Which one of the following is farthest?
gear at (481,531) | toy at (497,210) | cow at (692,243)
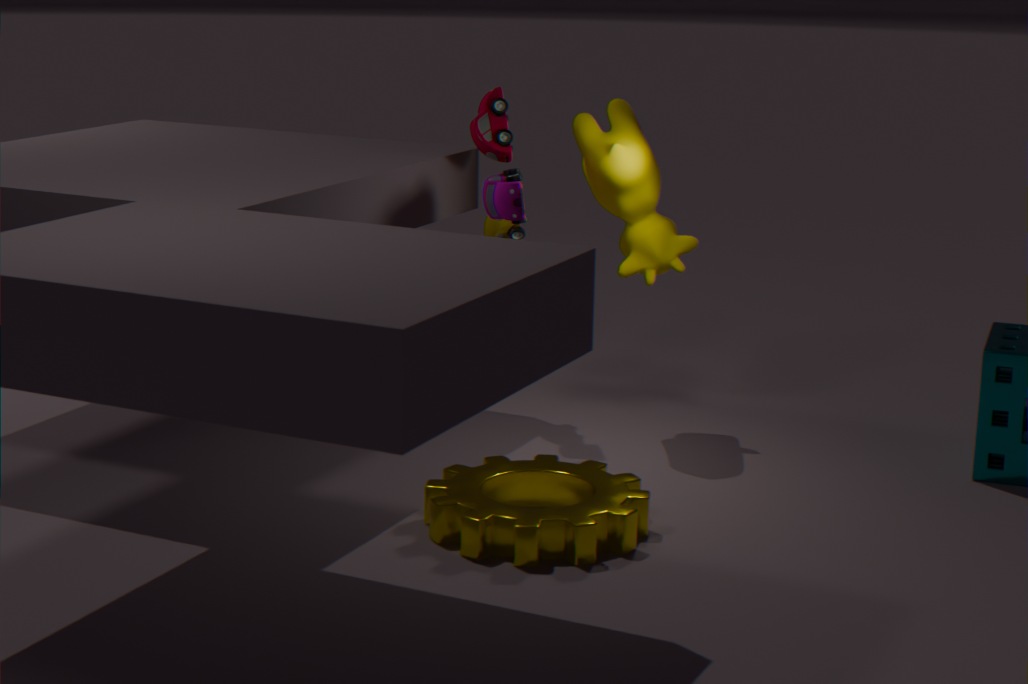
cow at (692,243)
